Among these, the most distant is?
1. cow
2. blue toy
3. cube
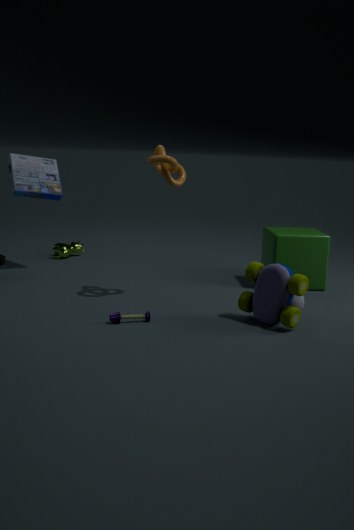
cow
